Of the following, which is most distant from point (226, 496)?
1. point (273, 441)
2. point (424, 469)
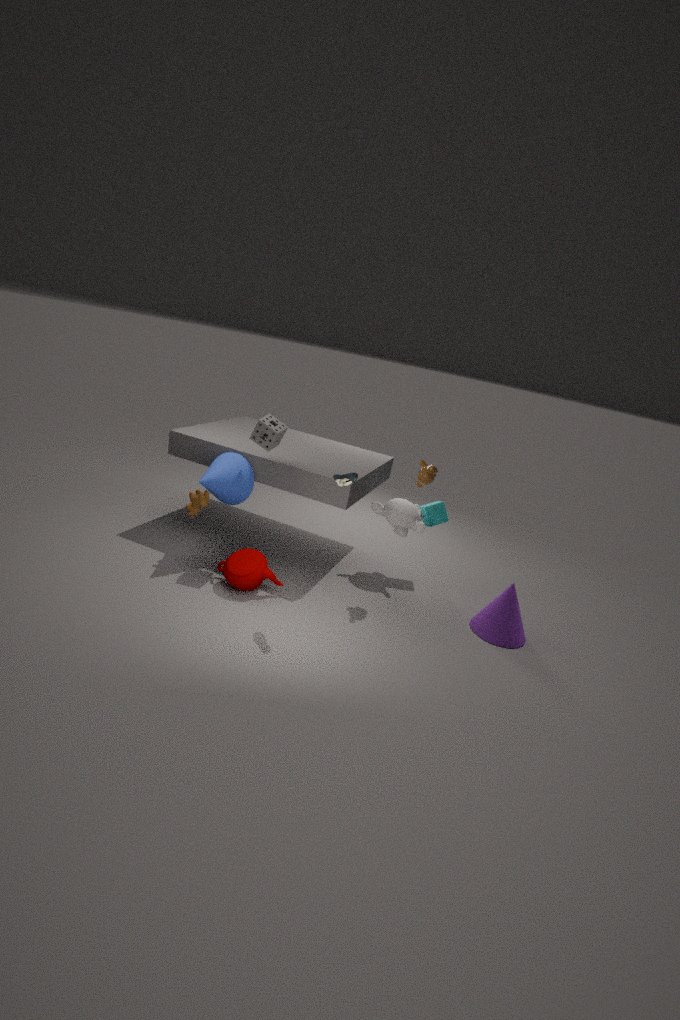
point (424, 469)
